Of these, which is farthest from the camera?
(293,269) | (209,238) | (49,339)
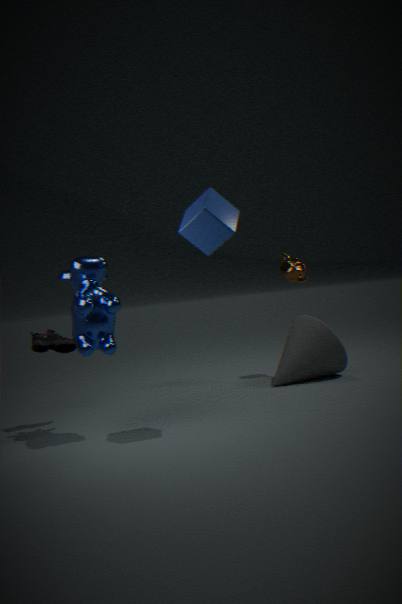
(293,269)
